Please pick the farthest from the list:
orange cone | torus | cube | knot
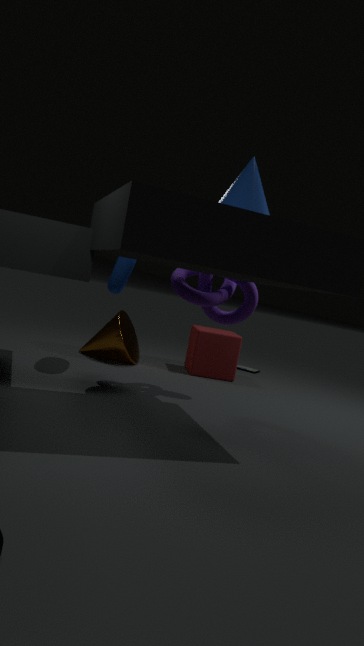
cube
